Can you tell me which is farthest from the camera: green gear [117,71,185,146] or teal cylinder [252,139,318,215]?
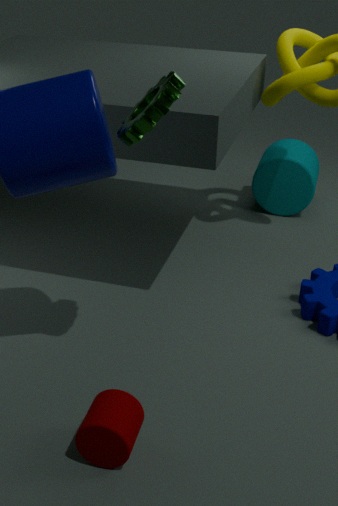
teal cylinder [252,139,318,215]
